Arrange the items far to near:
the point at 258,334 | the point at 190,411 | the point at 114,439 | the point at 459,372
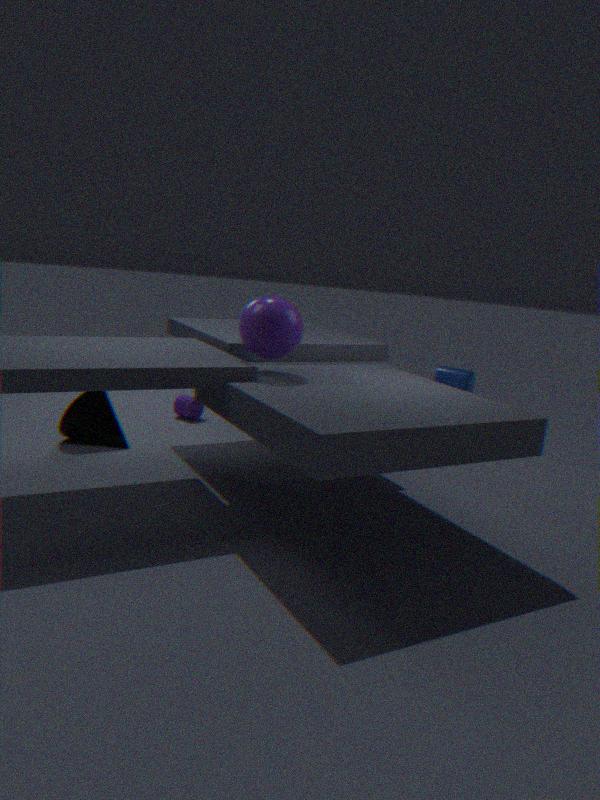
1. the point at 459,372
2. the point at 190,411
3. the point at 114,439
4. the point at 258,334
